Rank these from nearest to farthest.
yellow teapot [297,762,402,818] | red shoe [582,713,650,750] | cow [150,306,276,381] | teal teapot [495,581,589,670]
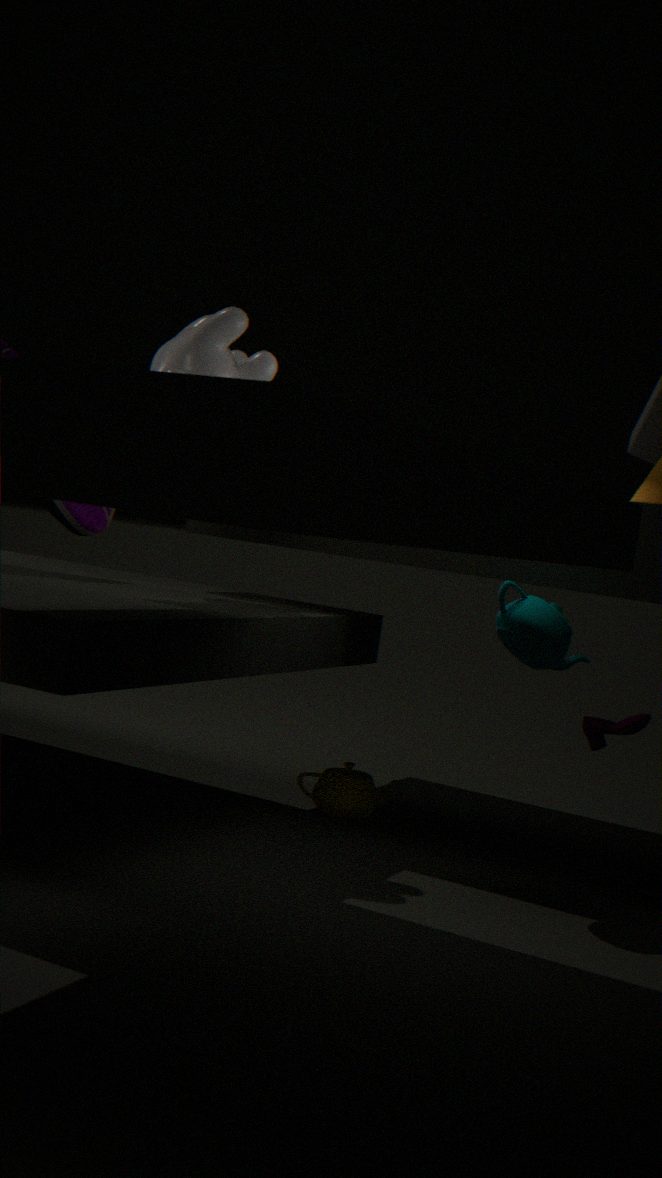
teal teapot [495,581,589,670] → red shoe [582,713,650,750] → cow [150,306,276,381] → yellow teapot [297,762,402,818]
